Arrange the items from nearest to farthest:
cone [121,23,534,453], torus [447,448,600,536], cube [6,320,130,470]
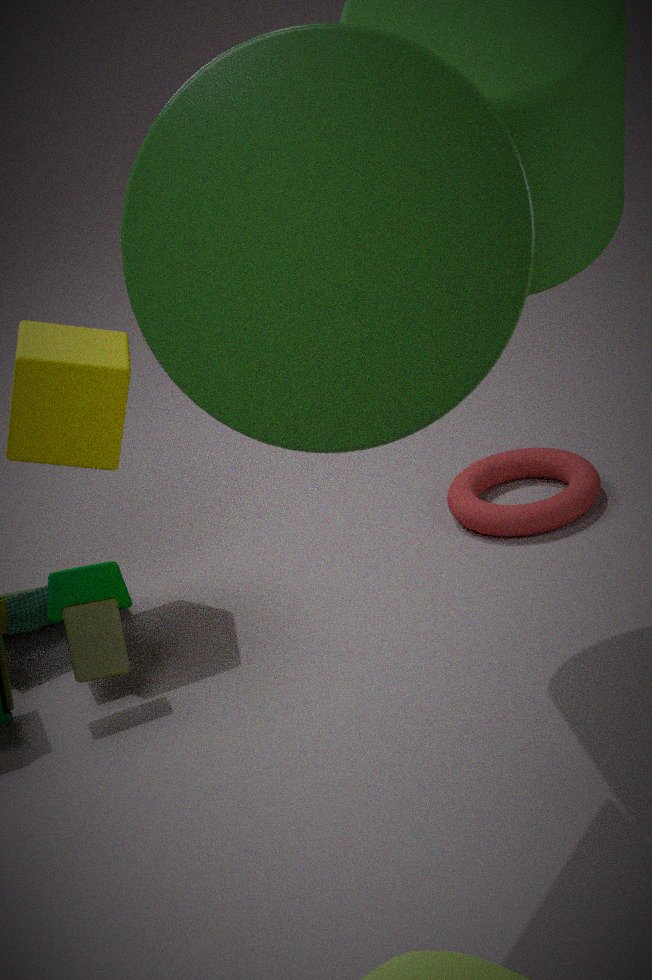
cone [121,23,534,453]
cube [6,320,130,470]
torus [447,448,600,536]
